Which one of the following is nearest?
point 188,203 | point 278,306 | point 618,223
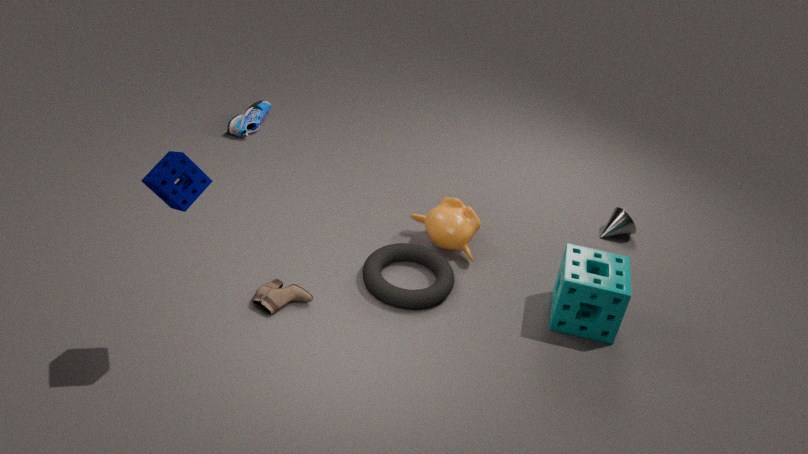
point 188,203
